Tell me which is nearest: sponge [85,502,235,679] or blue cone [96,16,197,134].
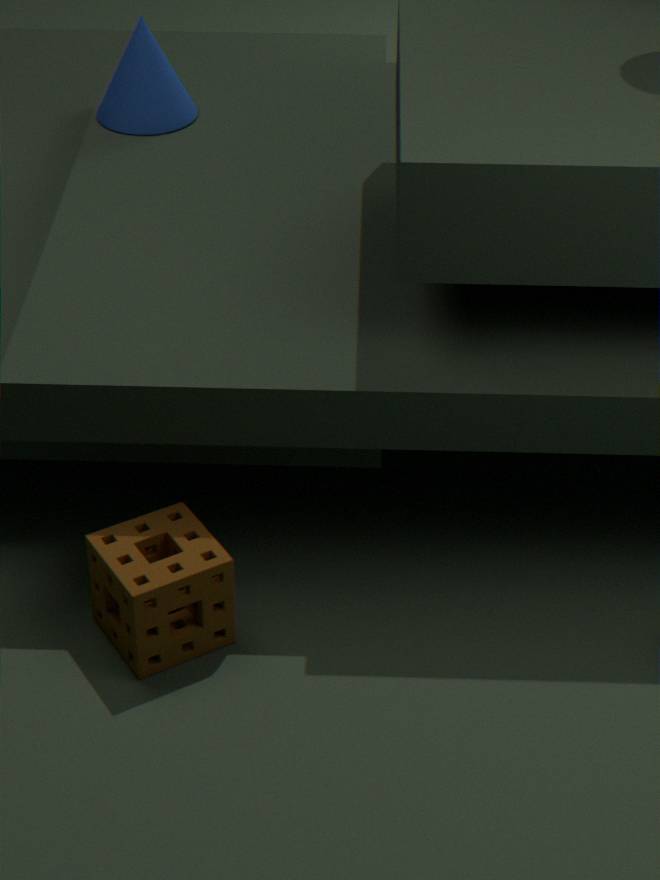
sponge [85,502,235,679]
